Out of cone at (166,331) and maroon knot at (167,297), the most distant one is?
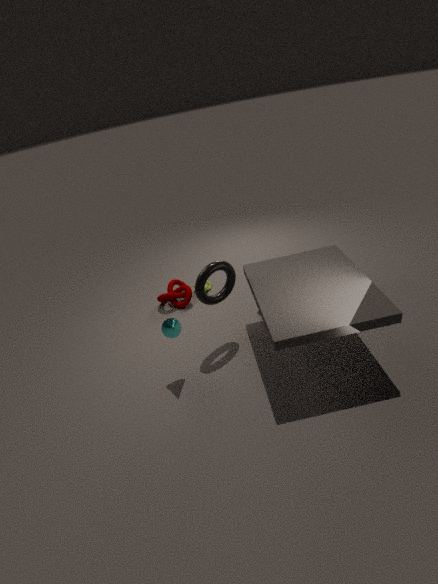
maroon knot at (167,297)
